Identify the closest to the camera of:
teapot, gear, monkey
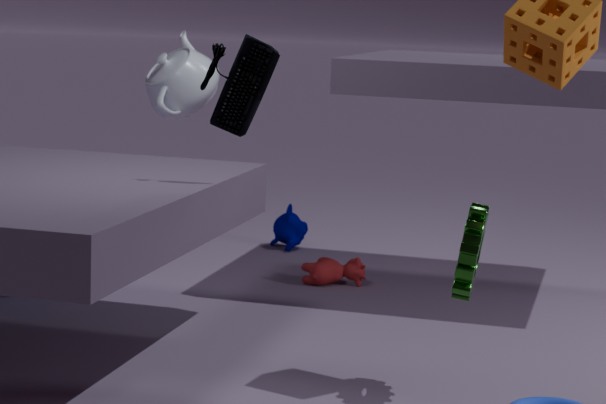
gear
